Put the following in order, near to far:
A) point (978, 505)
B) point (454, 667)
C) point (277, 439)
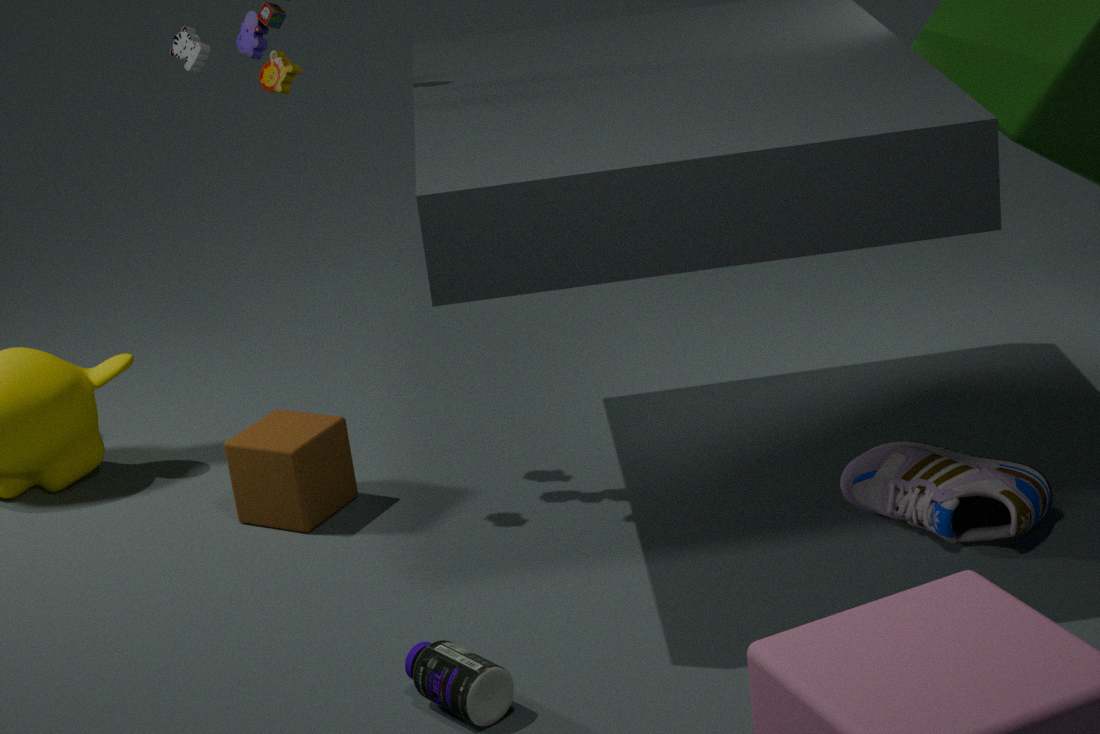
point (454, 667), point (978, 505), point (277, 439)
